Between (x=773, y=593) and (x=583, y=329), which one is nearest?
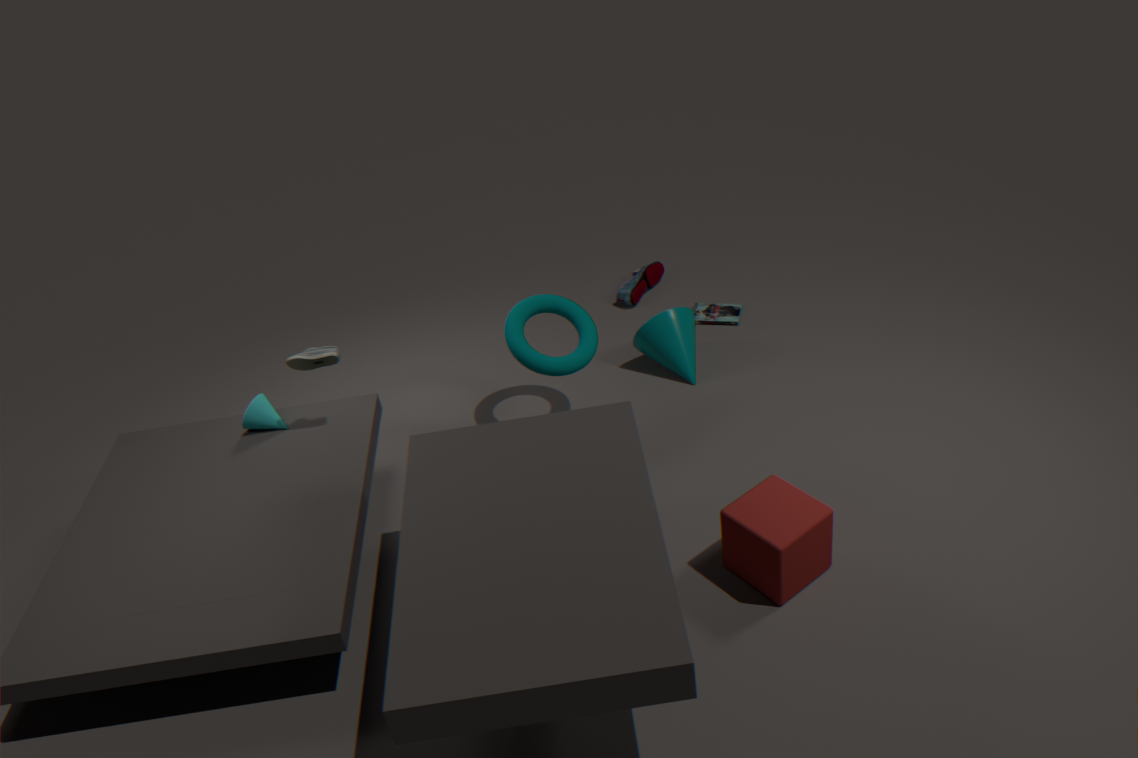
(x=773, y=593)
